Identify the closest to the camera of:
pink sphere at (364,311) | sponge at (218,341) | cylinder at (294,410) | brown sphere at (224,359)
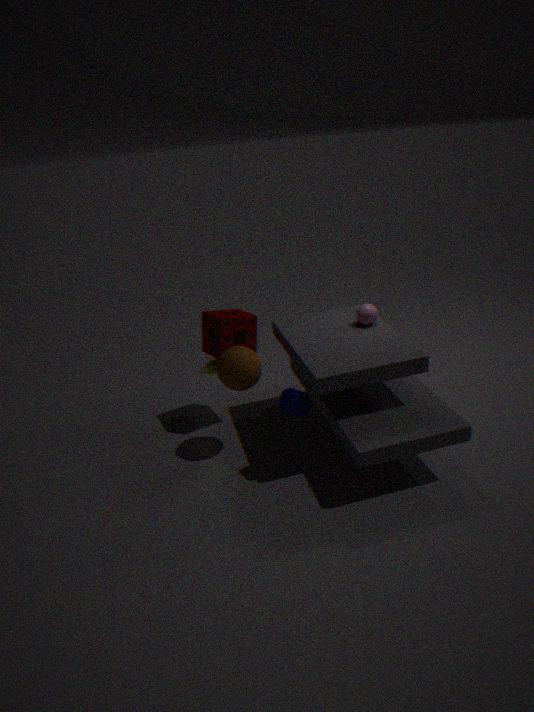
cylinder at (294,410)
